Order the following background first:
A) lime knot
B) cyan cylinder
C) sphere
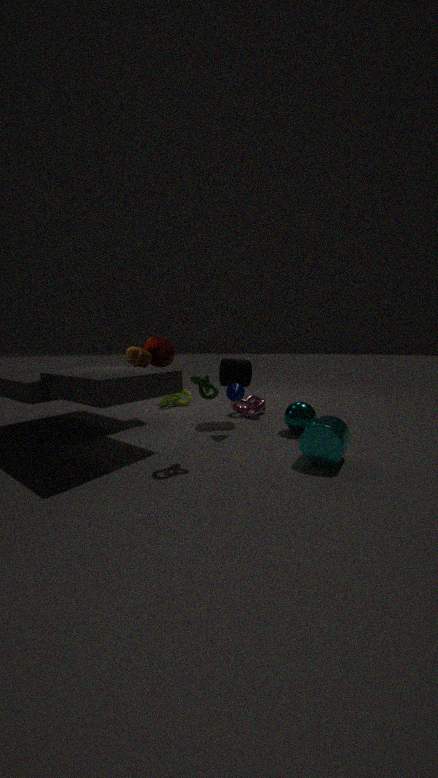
lime knot, sphere, cyan cylinder
